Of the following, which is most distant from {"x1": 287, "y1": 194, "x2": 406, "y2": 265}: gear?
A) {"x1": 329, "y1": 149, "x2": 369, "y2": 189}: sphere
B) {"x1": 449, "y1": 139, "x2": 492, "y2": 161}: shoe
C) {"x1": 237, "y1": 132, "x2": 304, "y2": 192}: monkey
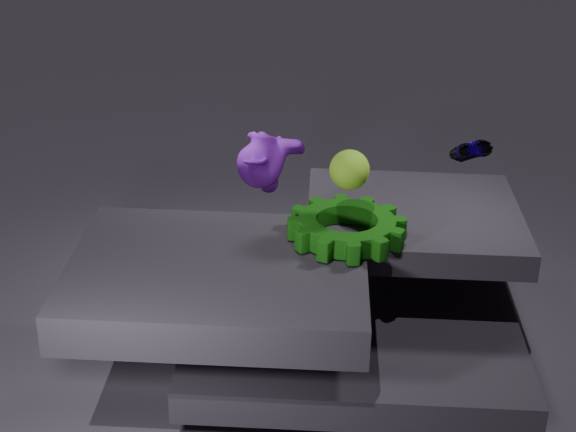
{"x1": 449, "y1": 139, "x2": 492, "y2": 161}: shoe
